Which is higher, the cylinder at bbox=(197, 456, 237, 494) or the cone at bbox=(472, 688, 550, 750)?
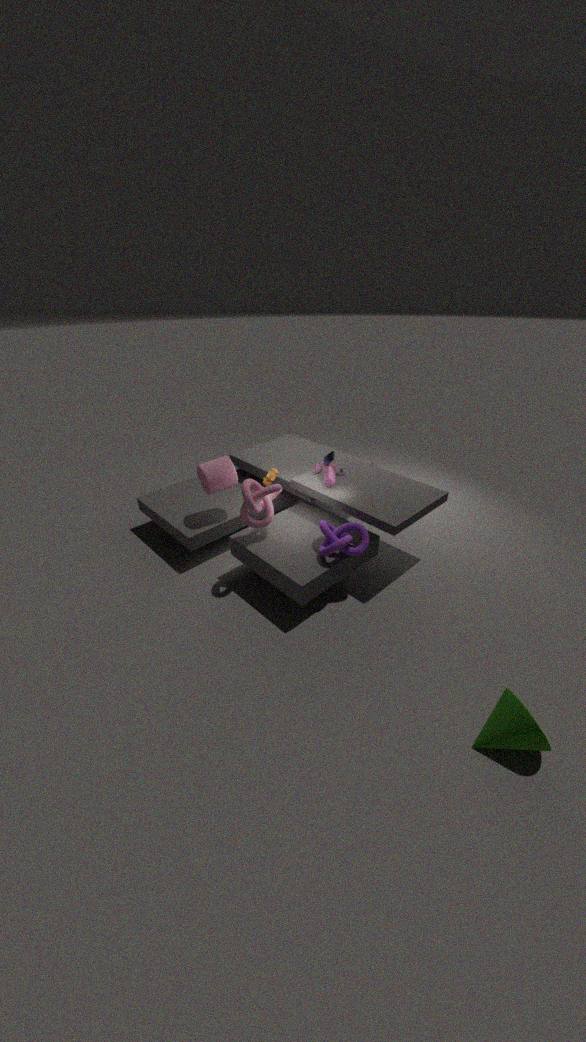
the cylinder at bbox=(197, 456, 237, 494)
